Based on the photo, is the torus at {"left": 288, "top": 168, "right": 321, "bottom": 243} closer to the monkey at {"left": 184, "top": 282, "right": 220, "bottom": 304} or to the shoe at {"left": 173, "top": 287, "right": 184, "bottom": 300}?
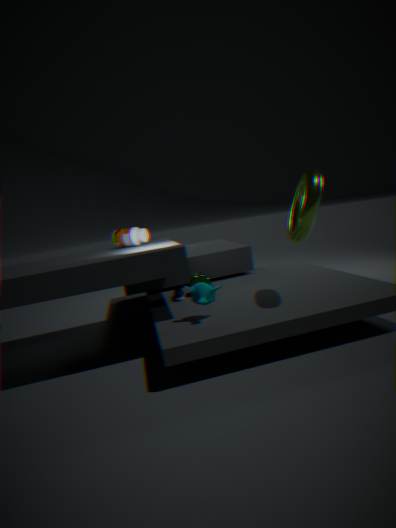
the monkey at {"left": 184, "top": 282, "right": 220, "bottom": 304}
